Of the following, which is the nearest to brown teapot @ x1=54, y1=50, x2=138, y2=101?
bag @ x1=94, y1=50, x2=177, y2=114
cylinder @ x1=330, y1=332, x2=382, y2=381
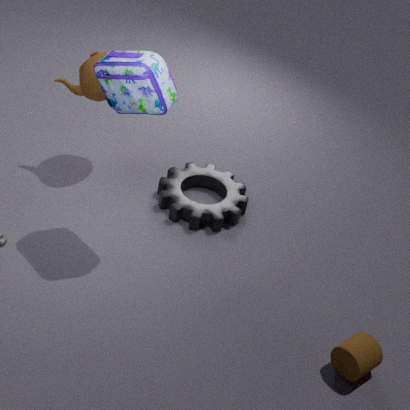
bag @ x1=94, y1=50, x2=177, y2=114
